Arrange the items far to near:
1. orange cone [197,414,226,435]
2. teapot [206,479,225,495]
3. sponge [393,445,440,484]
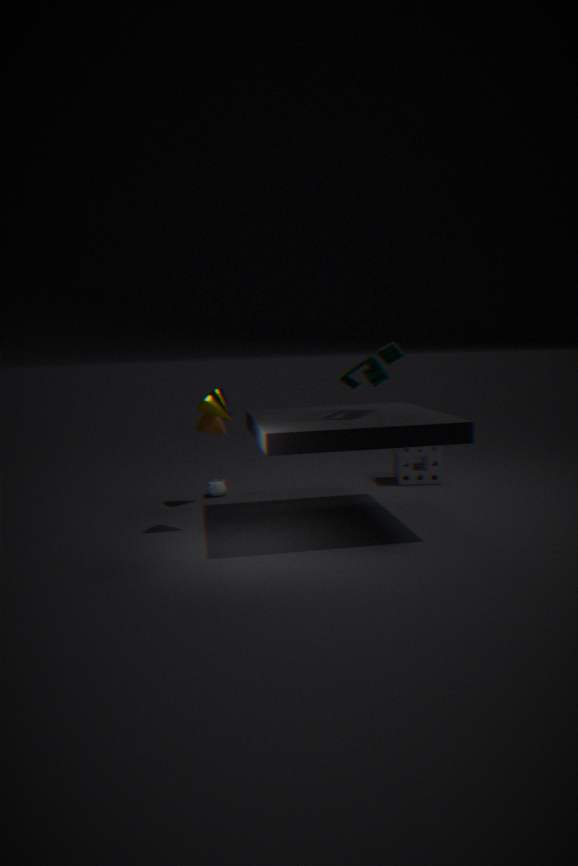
sponge [393,445,440,484] → teapot [206,479,225,495] → orange cone [197,414,226,435]
